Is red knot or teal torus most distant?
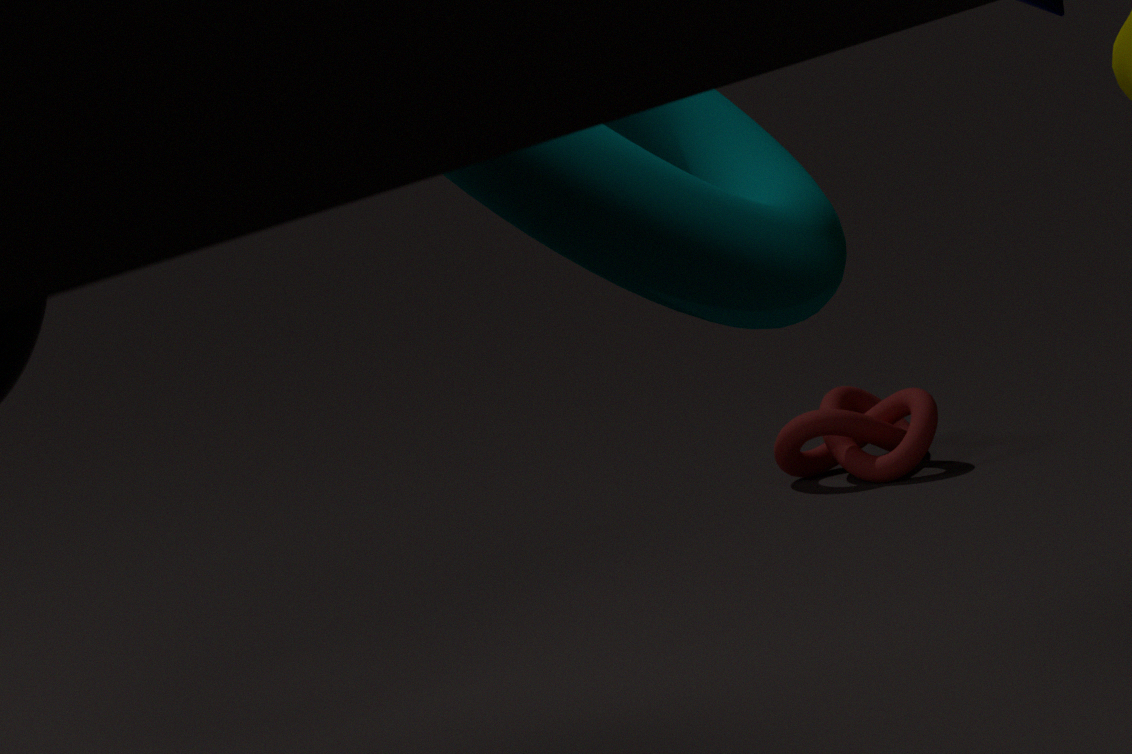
red knot
